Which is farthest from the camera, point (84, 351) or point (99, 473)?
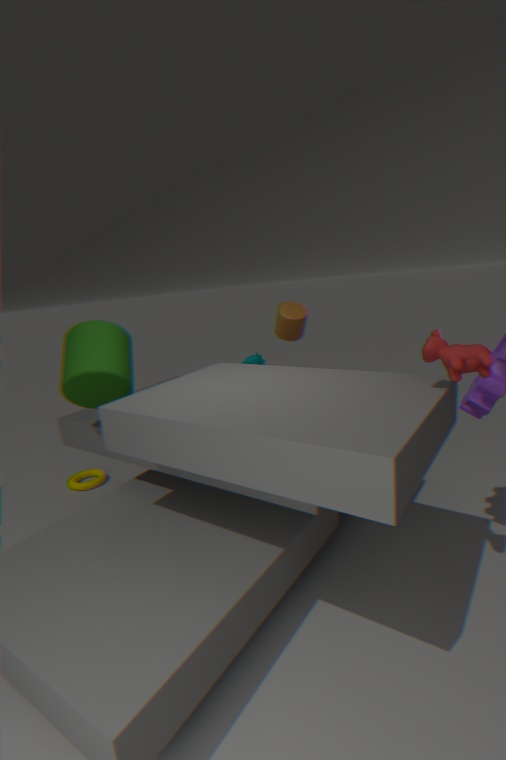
point (99, 473)
